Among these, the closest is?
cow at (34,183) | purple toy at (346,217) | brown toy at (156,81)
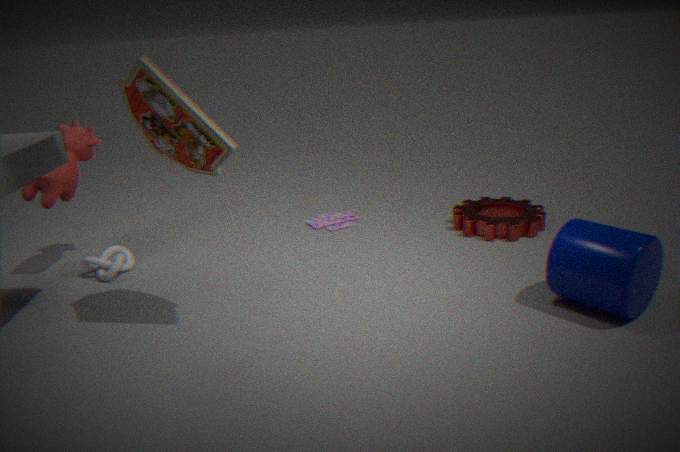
brown toy at (156,81)
